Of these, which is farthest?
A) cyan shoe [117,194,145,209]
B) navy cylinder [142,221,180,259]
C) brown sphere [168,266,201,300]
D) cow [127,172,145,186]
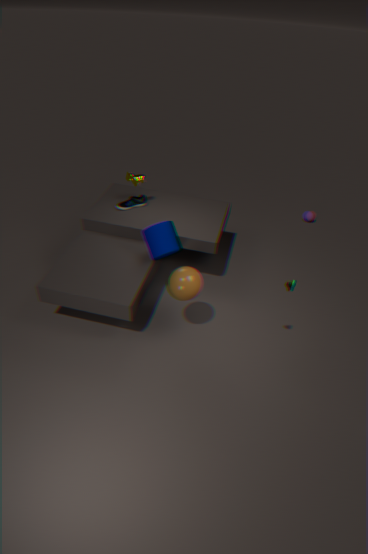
cyan shoe [117,194,145,209]
